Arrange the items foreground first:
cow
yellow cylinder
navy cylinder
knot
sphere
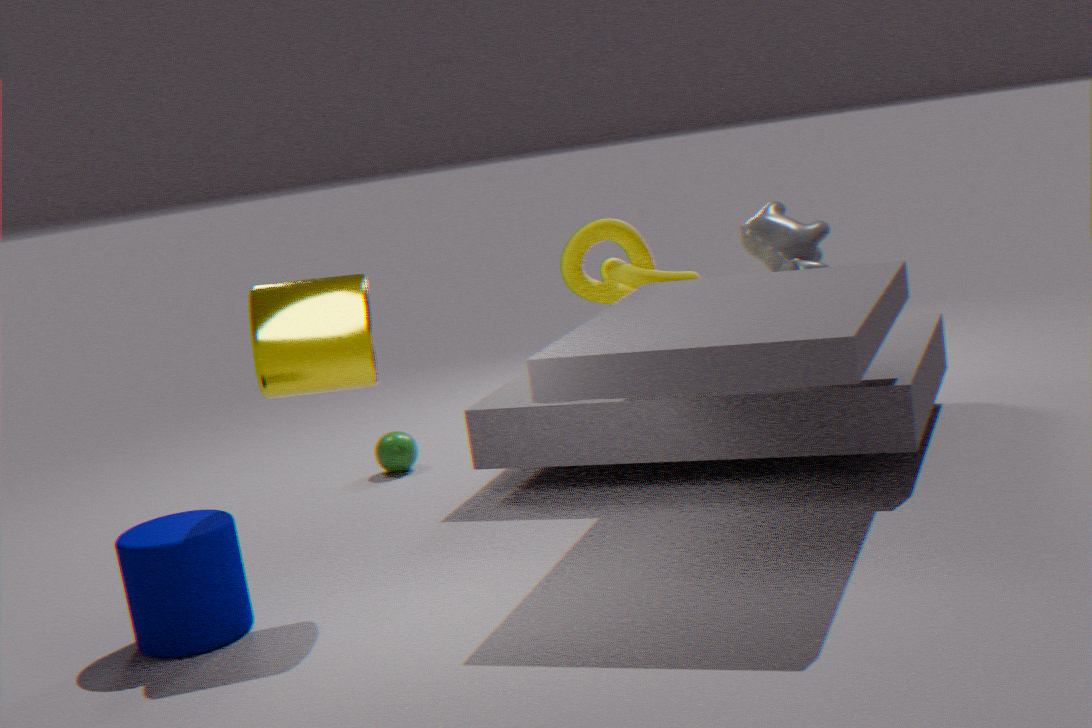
navy cylinder → yellow cylinder → knot → cow → sphere
